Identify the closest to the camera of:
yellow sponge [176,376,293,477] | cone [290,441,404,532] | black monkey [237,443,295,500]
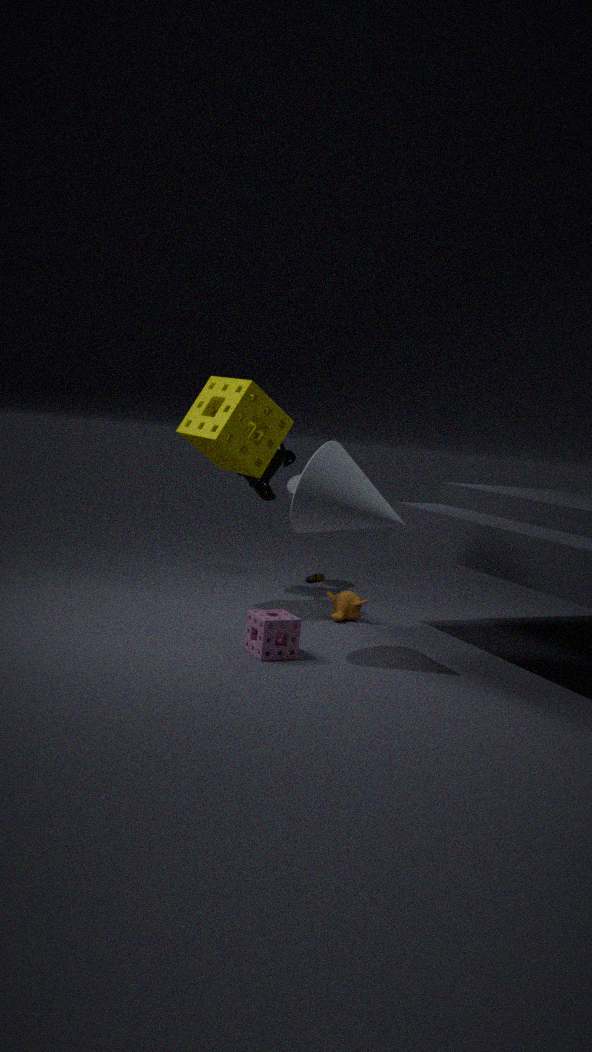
cone [290,441,404,532]
